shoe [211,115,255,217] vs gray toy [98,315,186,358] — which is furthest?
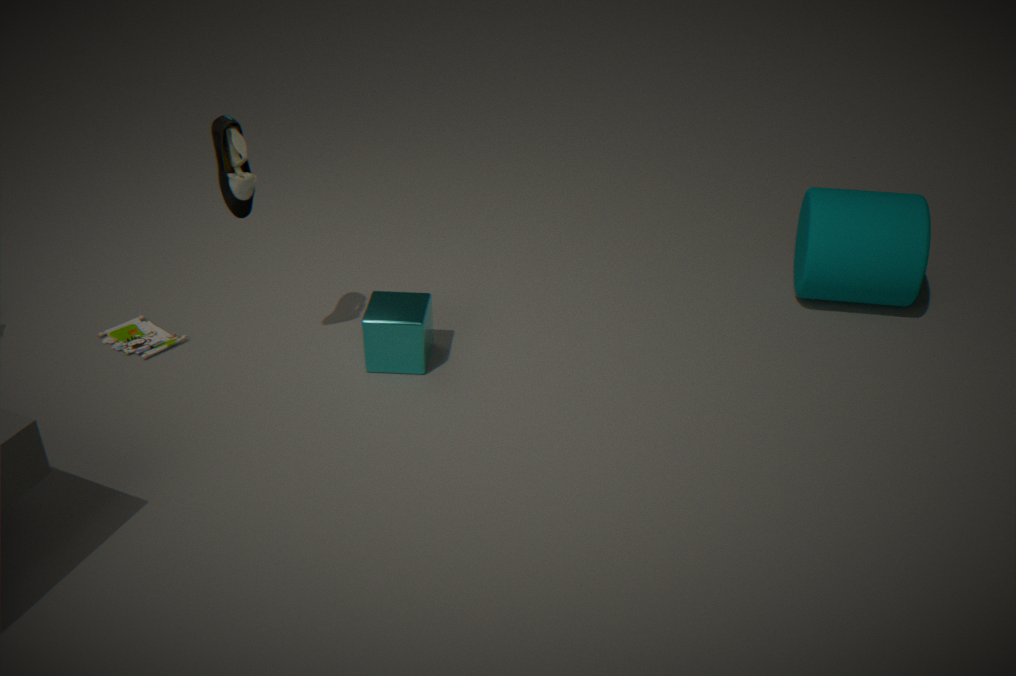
gray toy [98,315,186,358]
